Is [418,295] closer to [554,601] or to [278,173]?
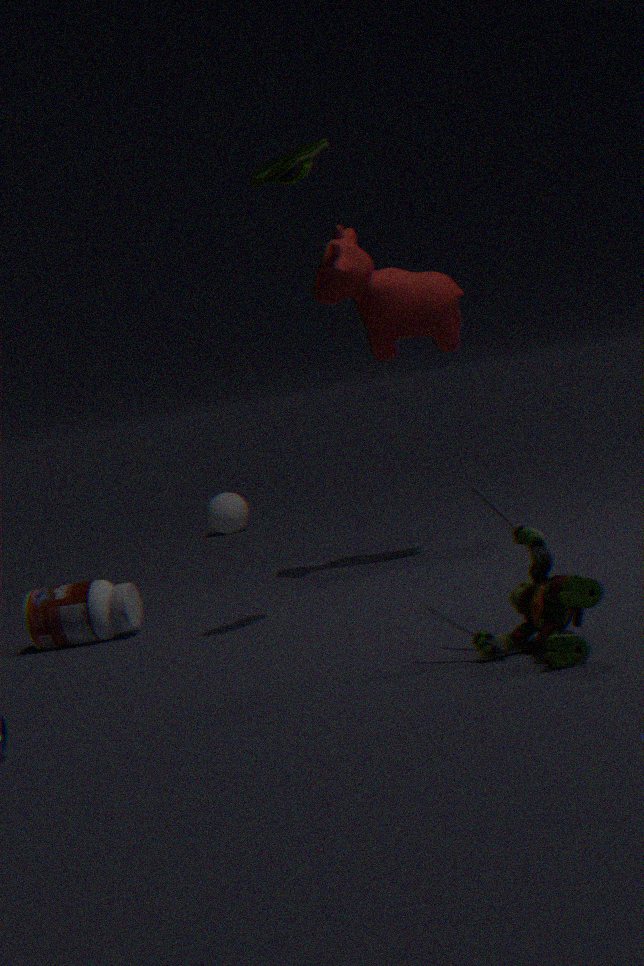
[278,173]
